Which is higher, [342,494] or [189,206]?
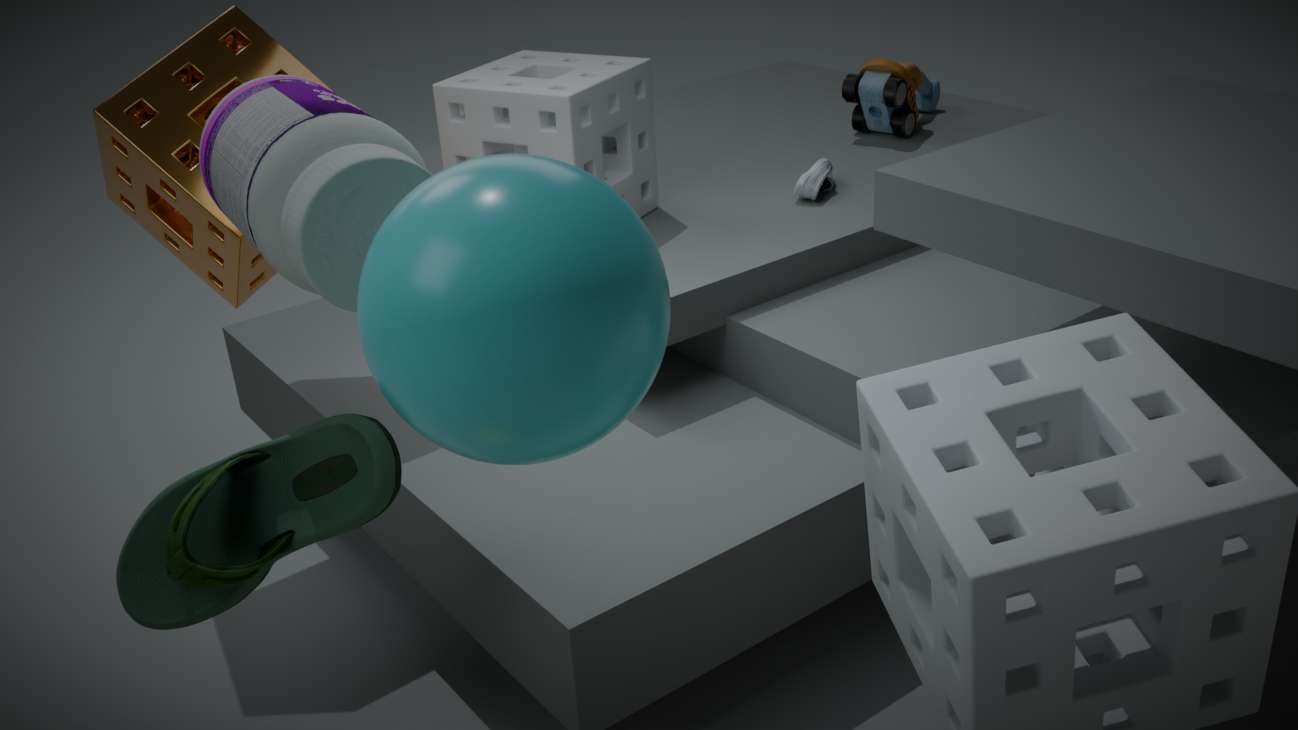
[189,206]
